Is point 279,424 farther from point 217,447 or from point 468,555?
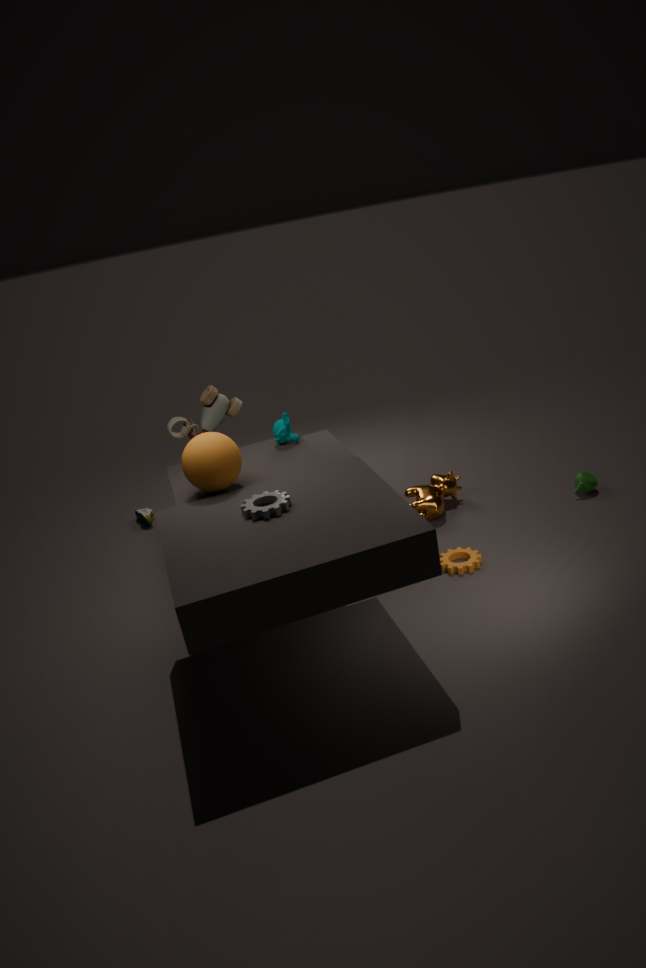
point 468,555
